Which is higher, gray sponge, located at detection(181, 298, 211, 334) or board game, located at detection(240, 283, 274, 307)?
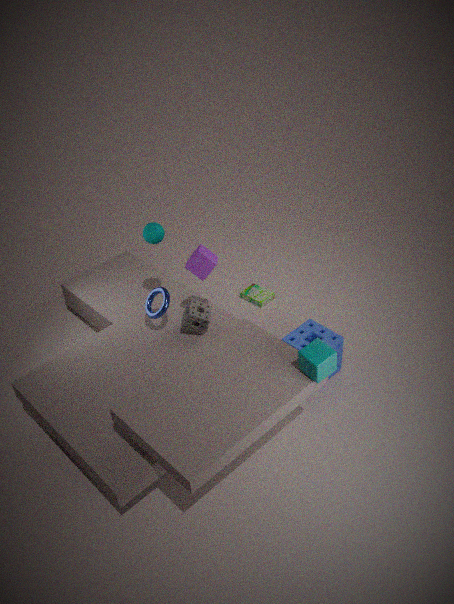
gray sponge, located at detection(181, 298, 211, 334)
